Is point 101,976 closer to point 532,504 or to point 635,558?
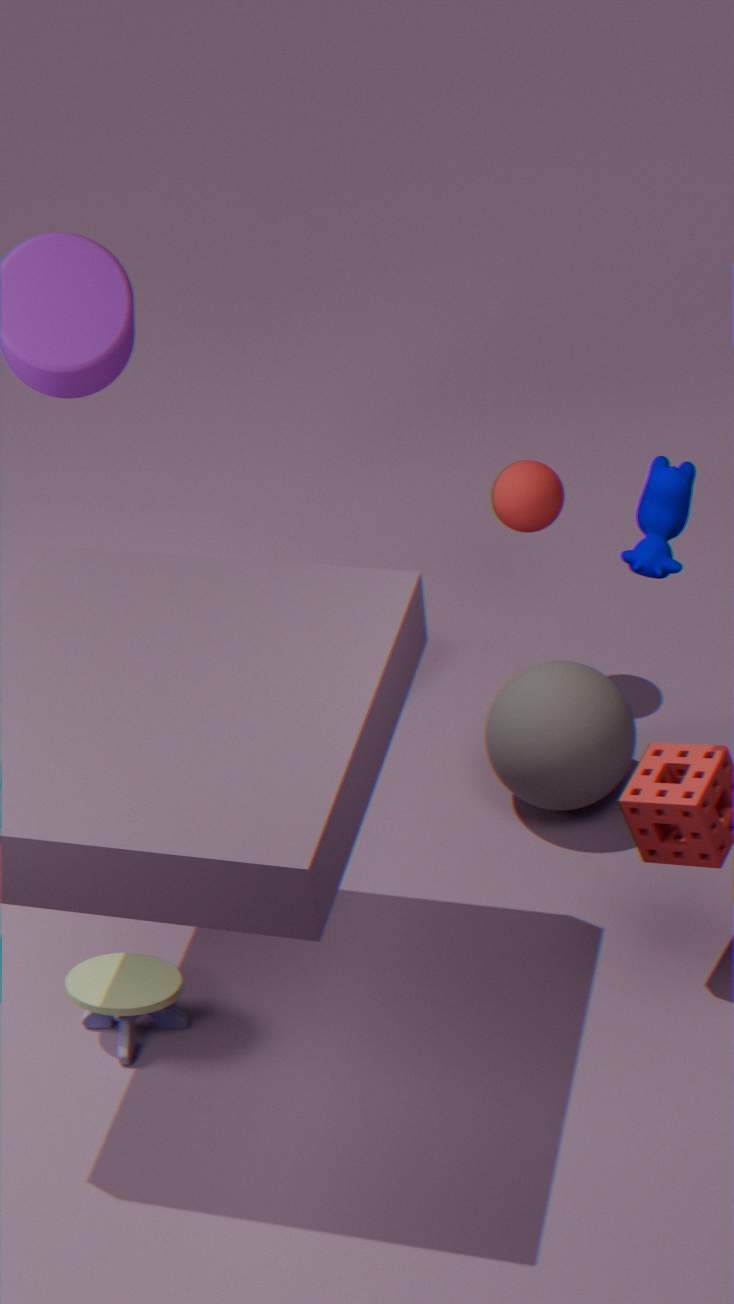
point 635,558
